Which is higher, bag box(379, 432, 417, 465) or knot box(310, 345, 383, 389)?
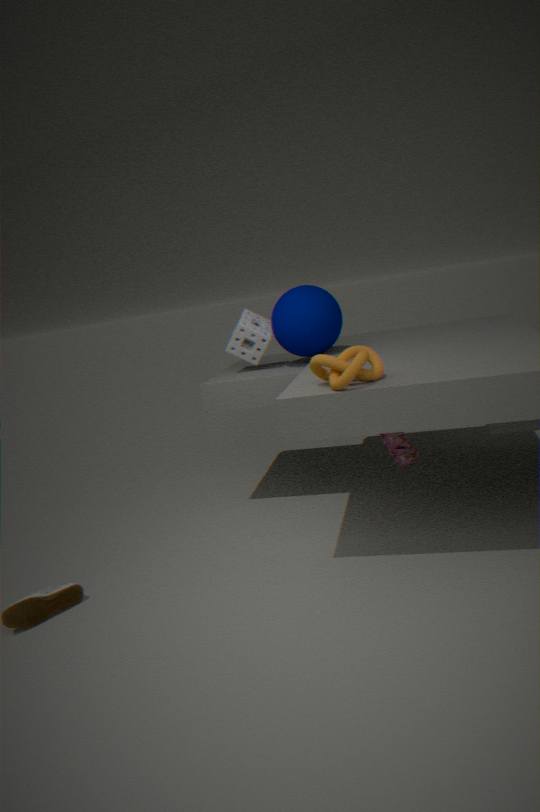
knot box(310, 345, 383, 389)
